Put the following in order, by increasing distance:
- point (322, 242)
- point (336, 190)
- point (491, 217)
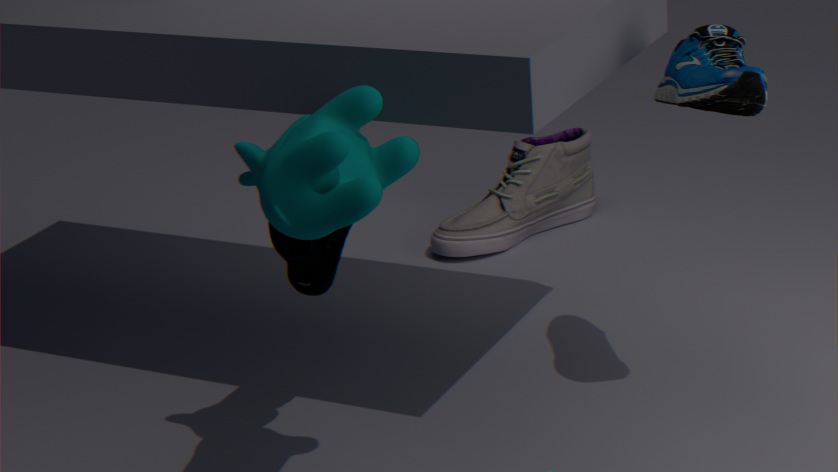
point (336, 190) → point (322, 242) → point (491, 217)
